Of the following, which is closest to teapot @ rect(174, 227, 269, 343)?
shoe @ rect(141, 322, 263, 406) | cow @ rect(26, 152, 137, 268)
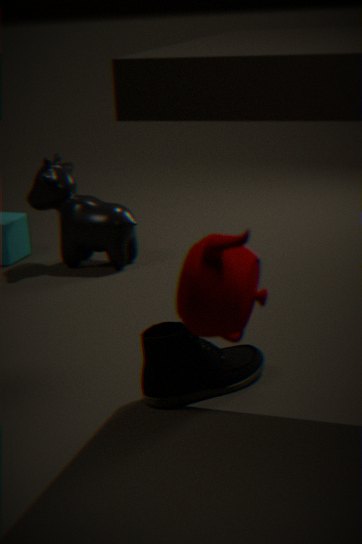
shoe @ rect(141, 322, 263, 406)
